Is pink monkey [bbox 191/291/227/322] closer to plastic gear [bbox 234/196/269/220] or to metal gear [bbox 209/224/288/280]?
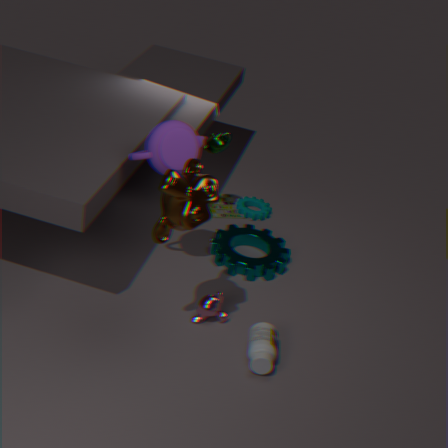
metal gear [bbox 209/224/288/280]
